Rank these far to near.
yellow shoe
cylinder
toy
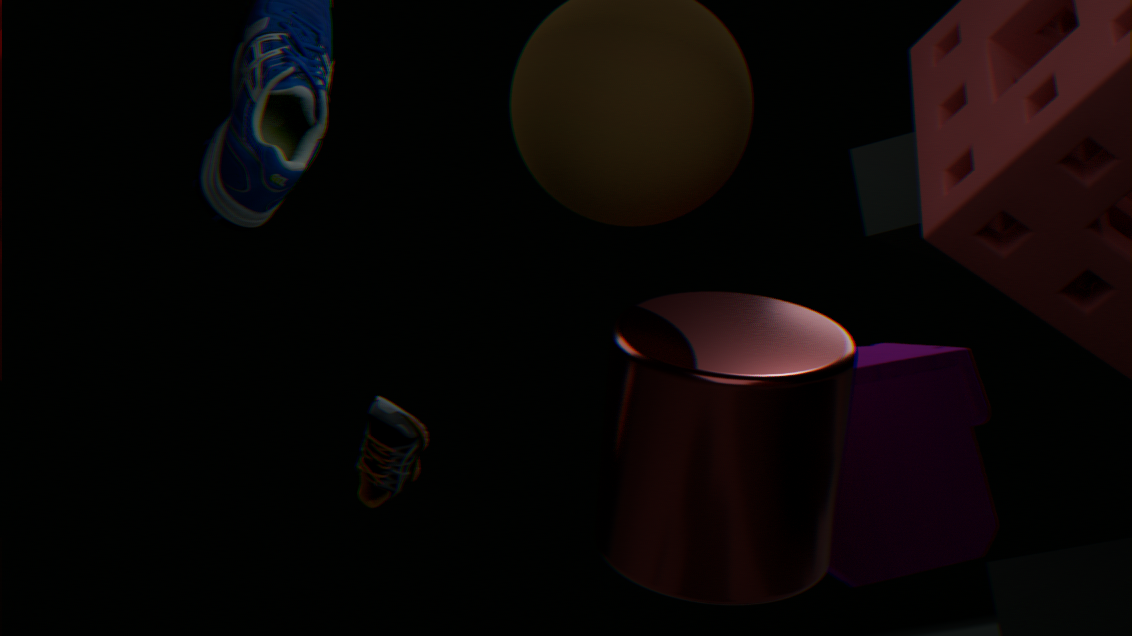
toy, yellow shoe, cylinder
